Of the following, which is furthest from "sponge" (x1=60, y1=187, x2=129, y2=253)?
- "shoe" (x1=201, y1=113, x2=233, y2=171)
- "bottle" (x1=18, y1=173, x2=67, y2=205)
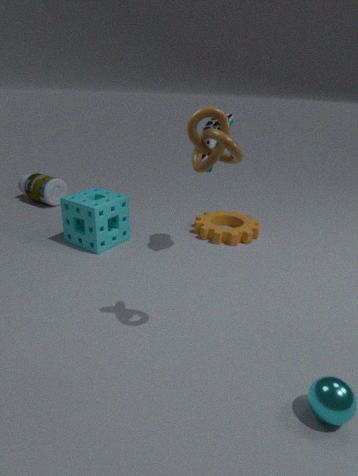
"bottle" (x1=18, y1=173, x2=67, y2=205)
